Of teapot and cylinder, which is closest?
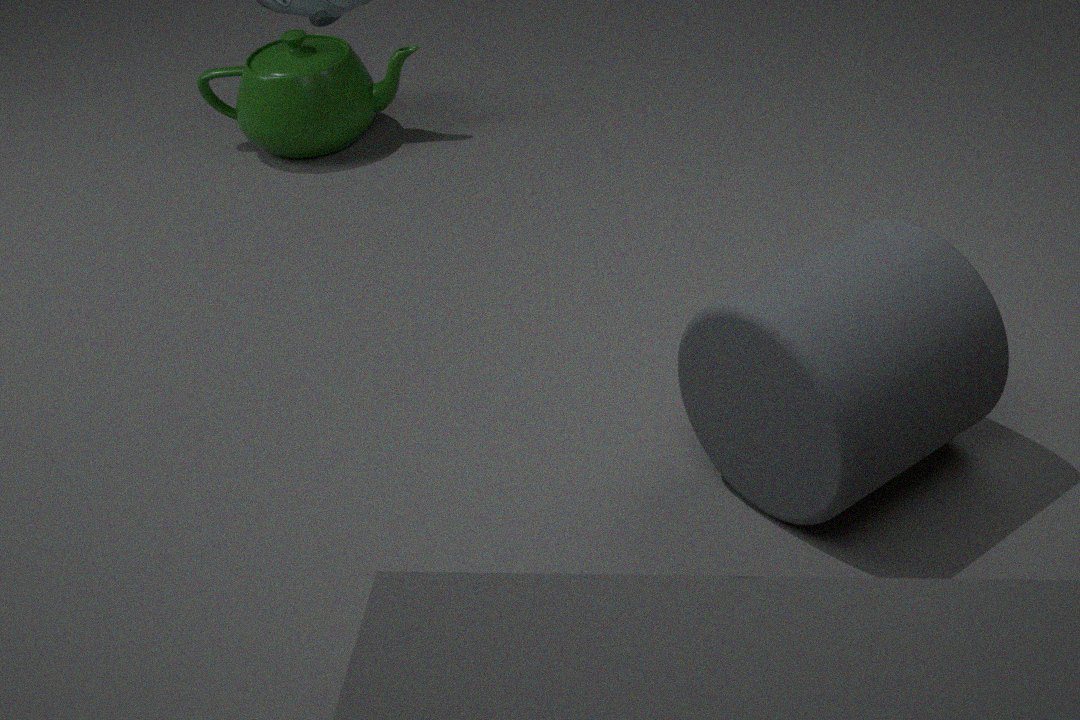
cylinder
